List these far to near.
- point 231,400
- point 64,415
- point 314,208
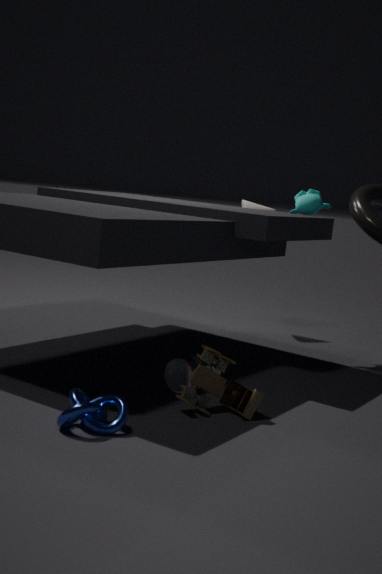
point 314,208 < point 231,400 < point 64,415
